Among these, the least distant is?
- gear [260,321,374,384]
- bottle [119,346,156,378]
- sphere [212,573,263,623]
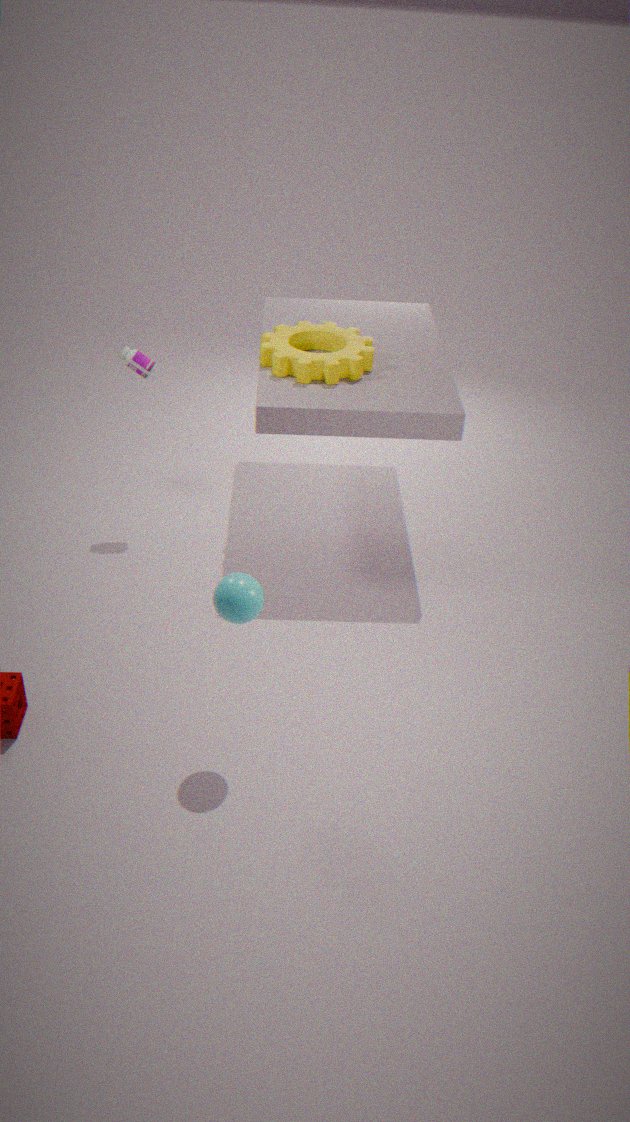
sphere [212,573,263,623]
